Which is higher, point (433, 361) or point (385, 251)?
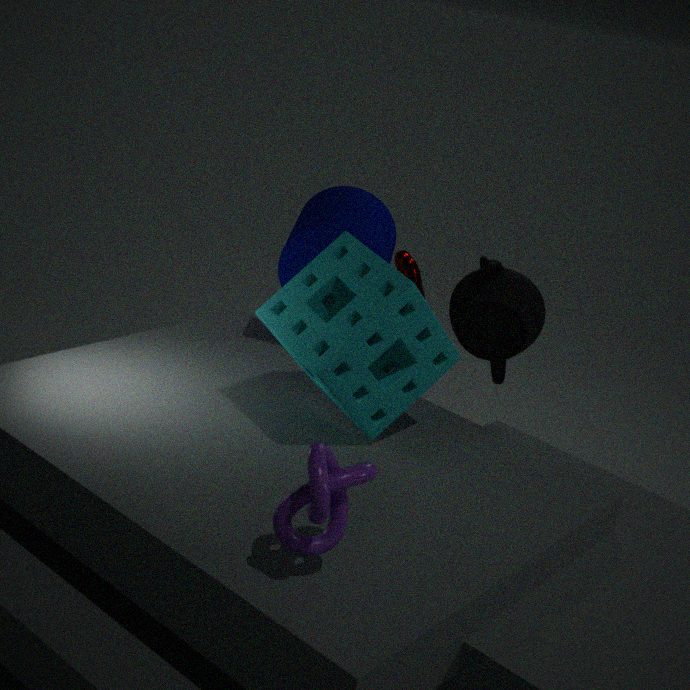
point (385, 251)
